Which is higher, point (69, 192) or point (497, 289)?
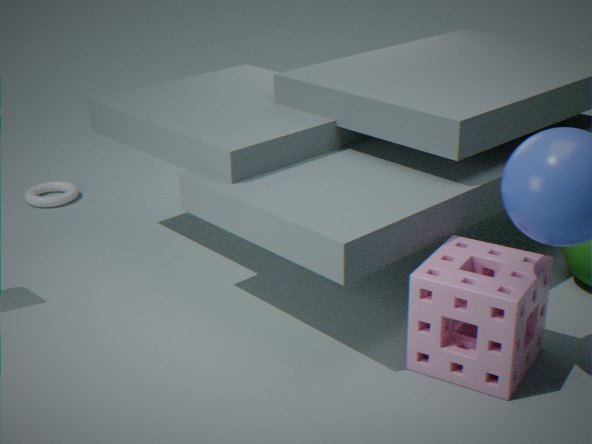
point (497, 289)
